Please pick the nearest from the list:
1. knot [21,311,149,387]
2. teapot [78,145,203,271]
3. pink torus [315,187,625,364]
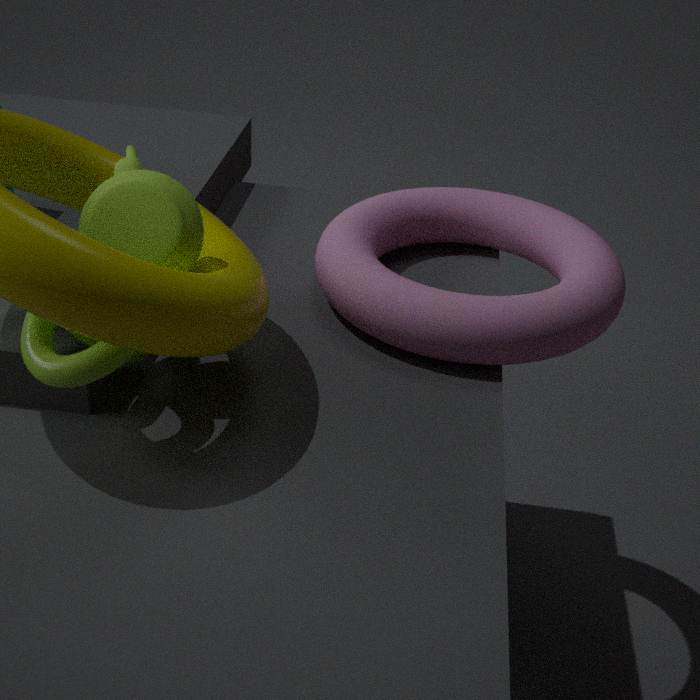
knot [21,311,149,387]
